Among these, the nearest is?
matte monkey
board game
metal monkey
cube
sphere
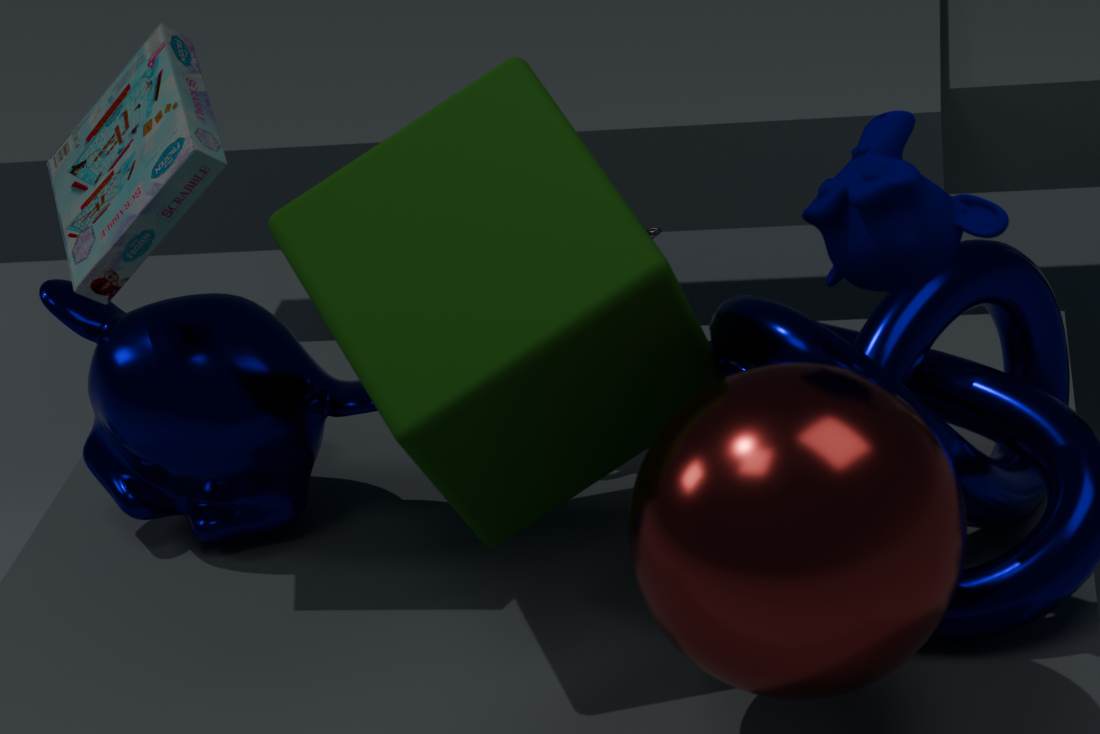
sphere
